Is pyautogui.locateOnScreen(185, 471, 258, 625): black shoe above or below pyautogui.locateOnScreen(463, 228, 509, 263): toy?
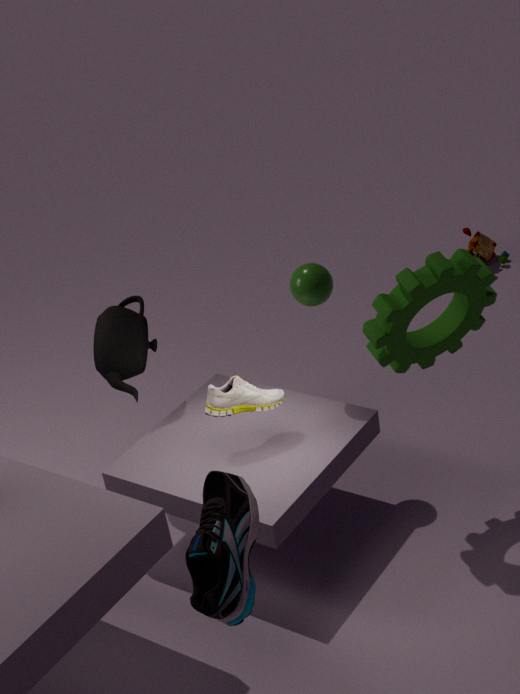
above
